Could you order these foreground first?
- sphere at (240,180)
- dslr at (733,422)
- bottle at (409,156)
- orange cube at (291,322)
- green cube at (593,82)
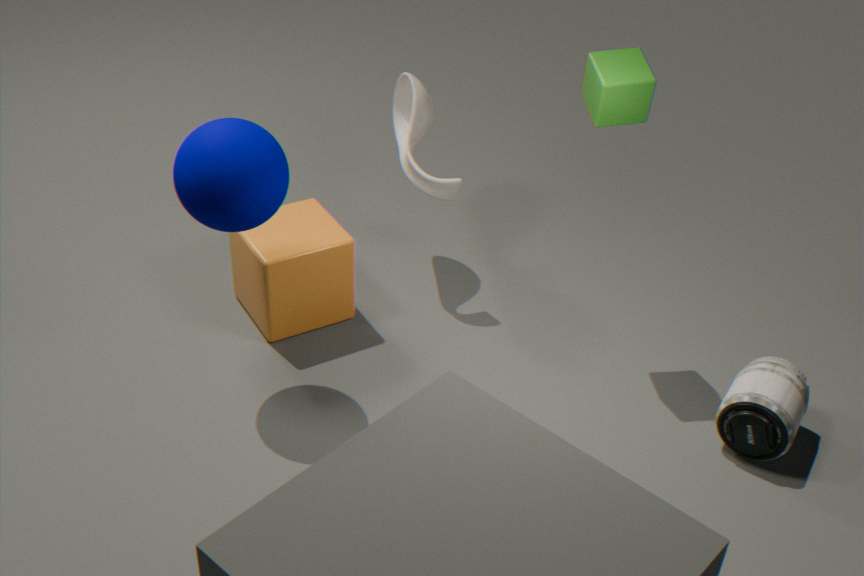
sphere at (240,180)
dslr at (733,422)
green cube at (593,82)
orange cube at (291,322)
bottle at (409,156)
